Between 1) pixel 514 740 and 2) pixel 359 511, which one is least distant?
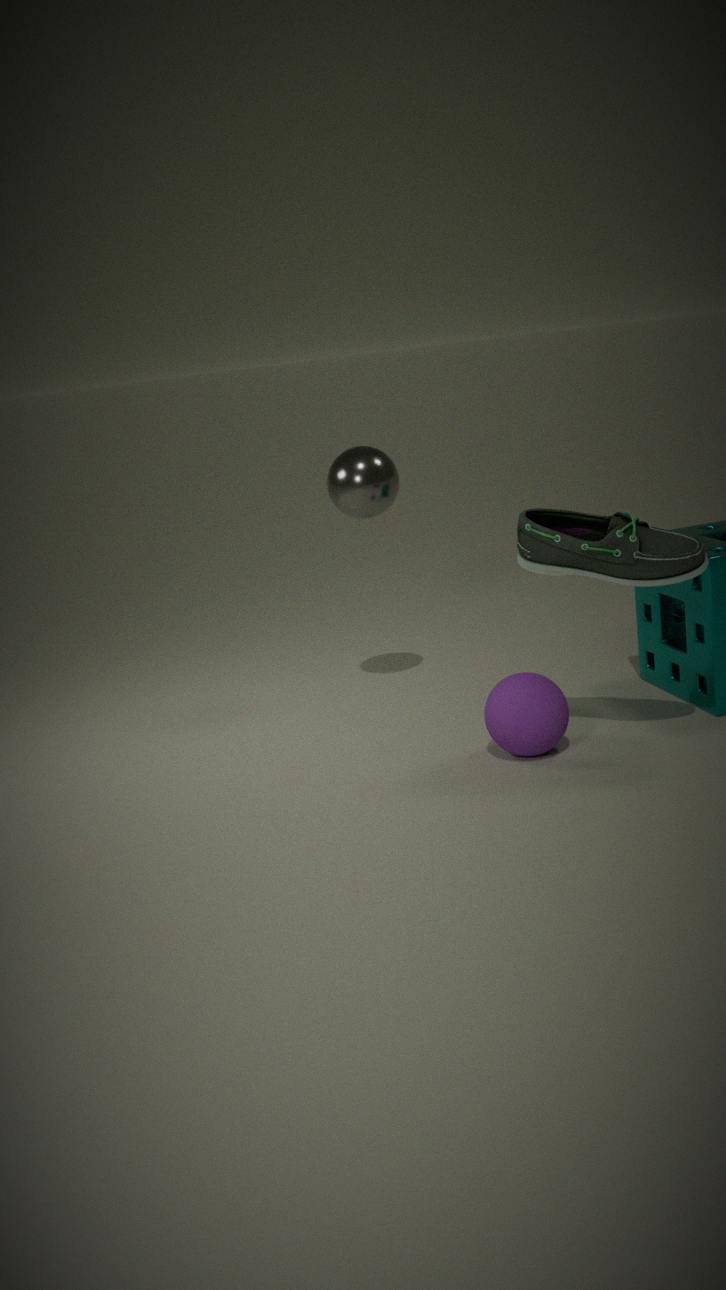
1. pixel 514 740
